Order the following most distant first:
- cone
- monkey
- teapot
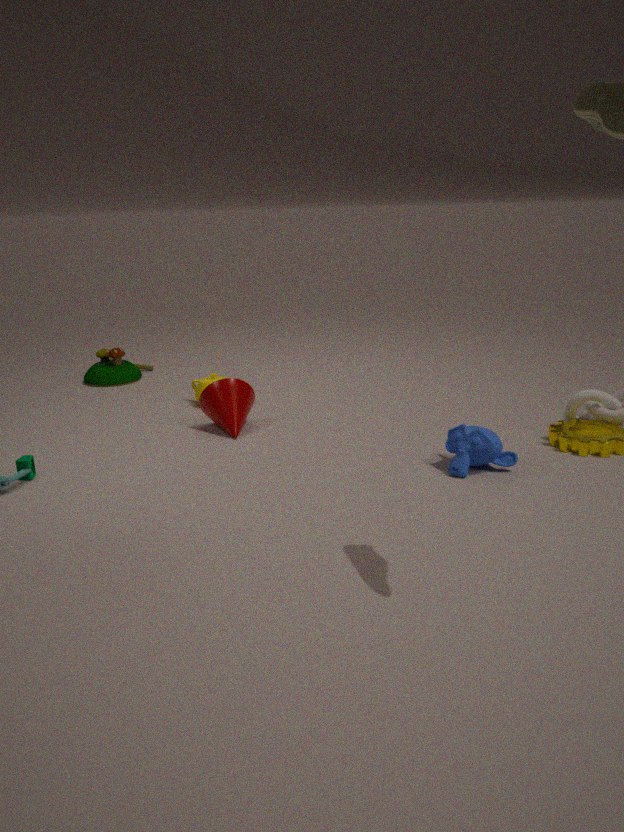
teapot, cone, monkey
